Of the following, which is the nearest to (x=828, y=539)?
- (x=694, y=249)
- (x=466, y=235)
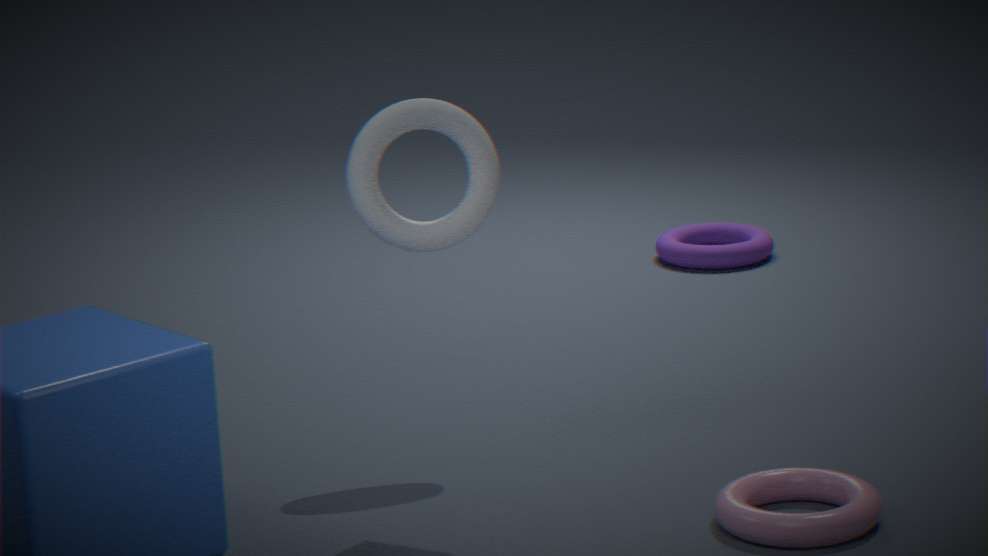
(x=466, y=235)
